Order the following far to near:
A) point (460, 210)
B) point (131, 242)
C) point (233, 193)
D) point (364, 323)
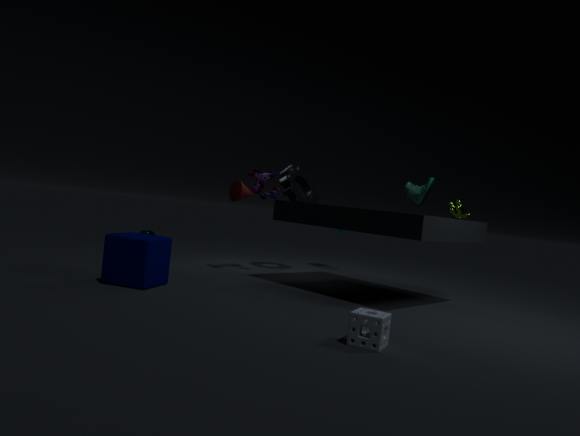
point (233, 193)
point (460, 210)
point (131, 242)
point (364, 323)
